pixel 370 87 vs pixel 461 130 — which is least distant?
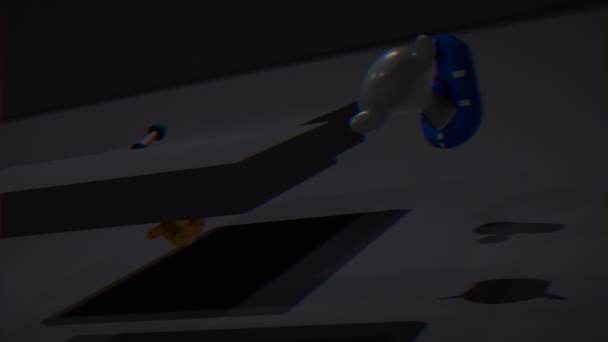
pixel 370 87
